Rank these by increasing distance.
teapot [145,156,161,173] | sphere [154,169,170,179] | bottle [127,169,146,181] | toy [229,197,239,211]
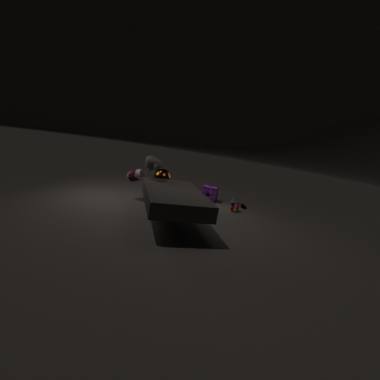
1. teapot [145,156,161,173]
2. sphere [154,169,170,179]
3. bottle [127,169,146,181]
4. toy [229,197,239,211]
